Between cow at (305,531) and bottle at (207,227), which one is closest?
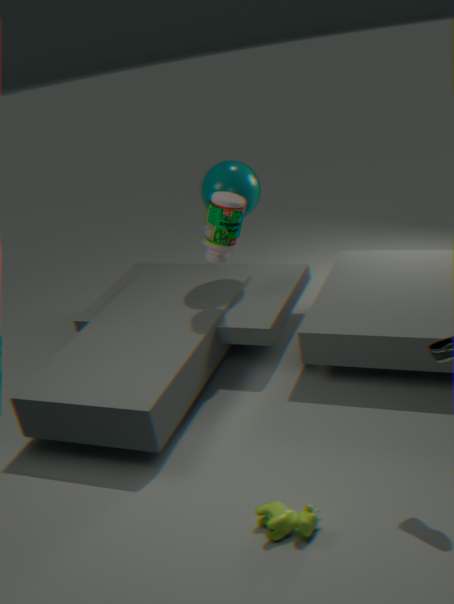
cow at (305,531)
